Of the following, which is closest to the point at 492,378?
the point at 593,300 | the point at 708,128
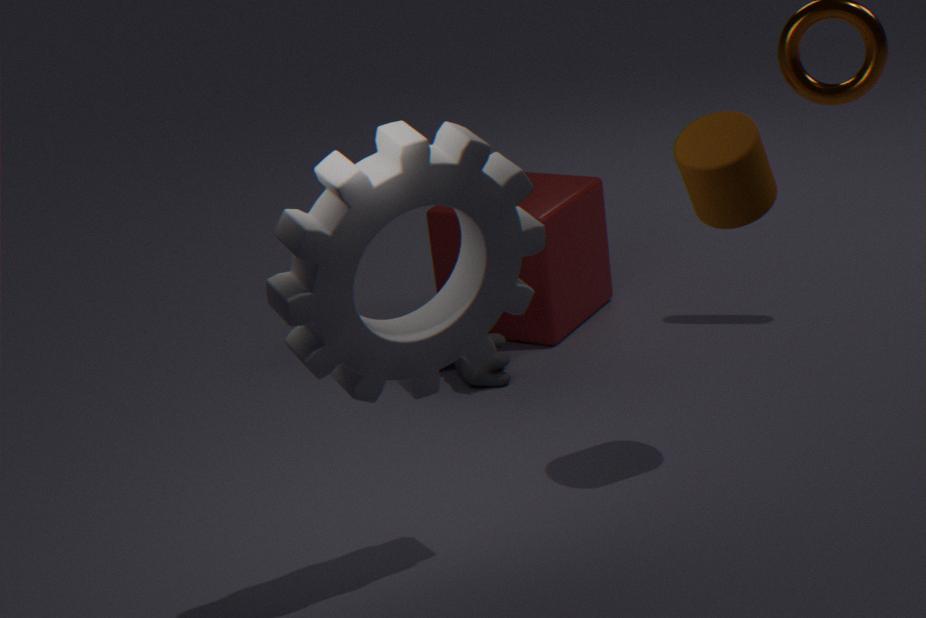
the point at 593,300
